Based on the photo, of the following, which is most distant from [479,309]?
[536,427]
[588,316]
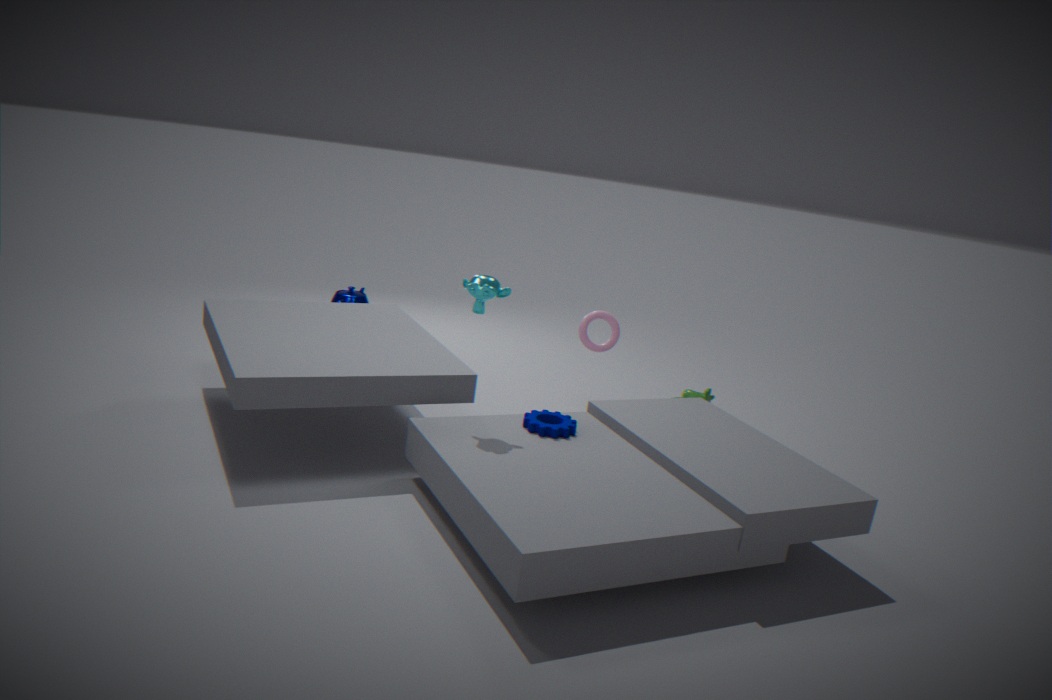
[588,316]
